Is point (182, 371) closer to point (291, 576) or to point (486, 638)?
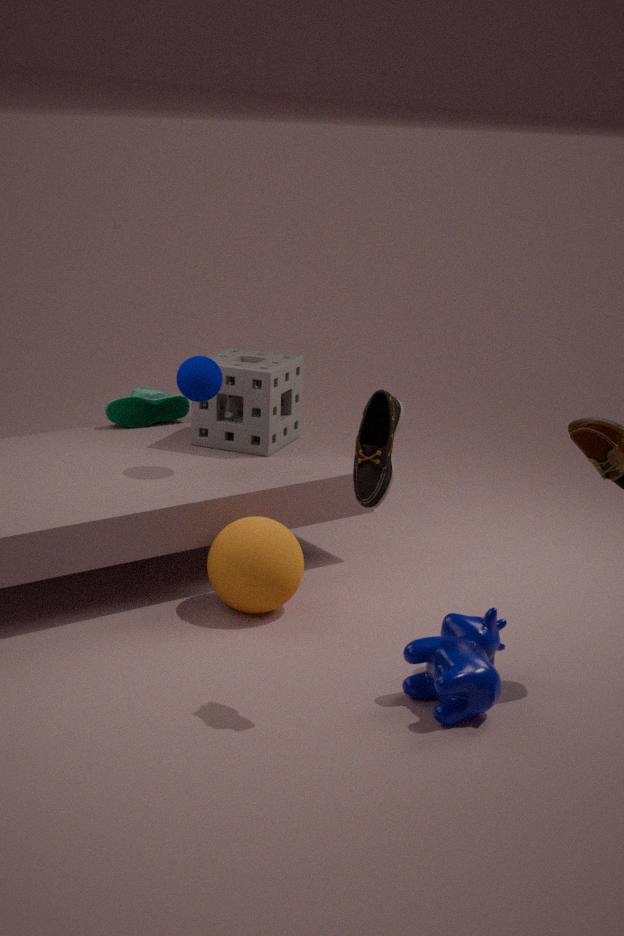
point (291, 576)
